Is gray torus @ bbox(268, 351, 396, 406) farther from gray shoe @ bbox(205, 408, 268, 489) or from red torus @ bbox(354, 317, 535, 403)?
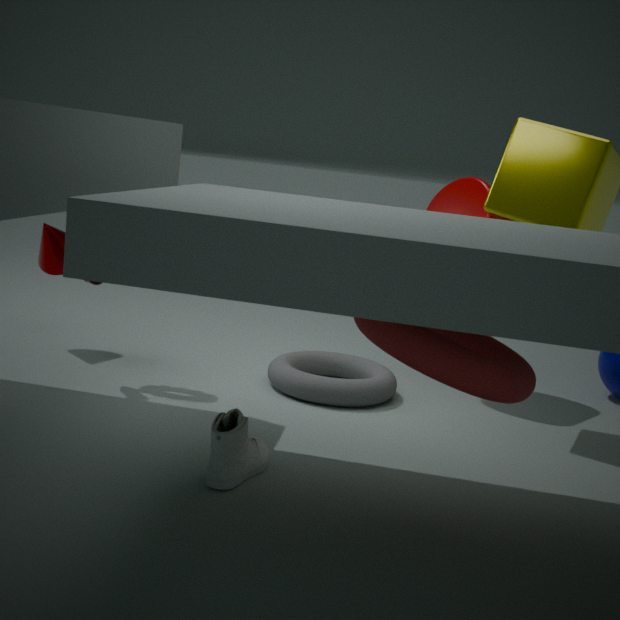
red torus @ bbox(354, 317, 535, 403)
